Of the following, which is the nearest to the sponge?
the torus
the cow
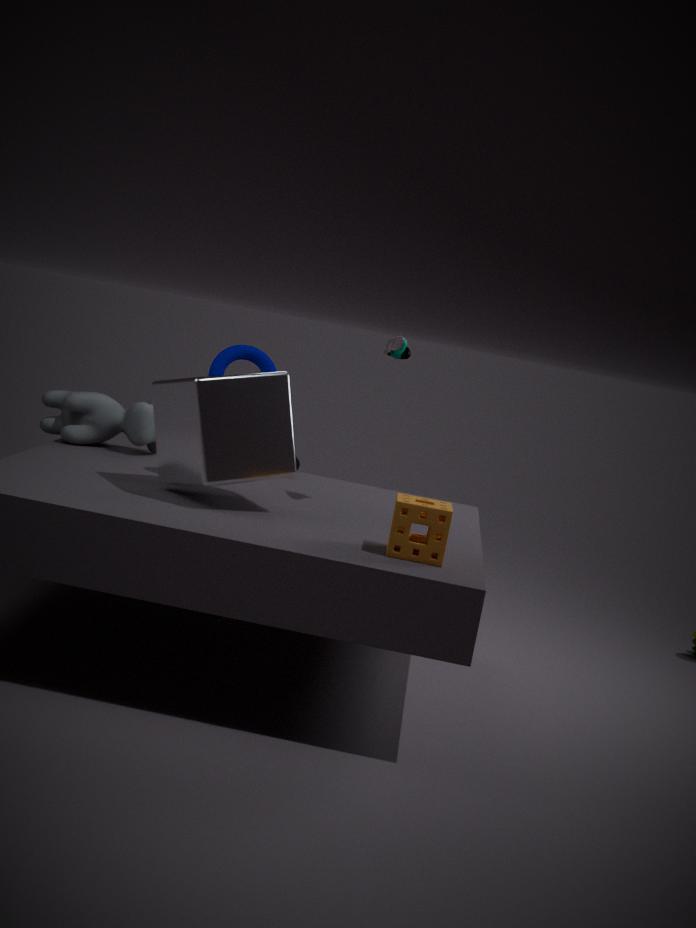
A: the torus
